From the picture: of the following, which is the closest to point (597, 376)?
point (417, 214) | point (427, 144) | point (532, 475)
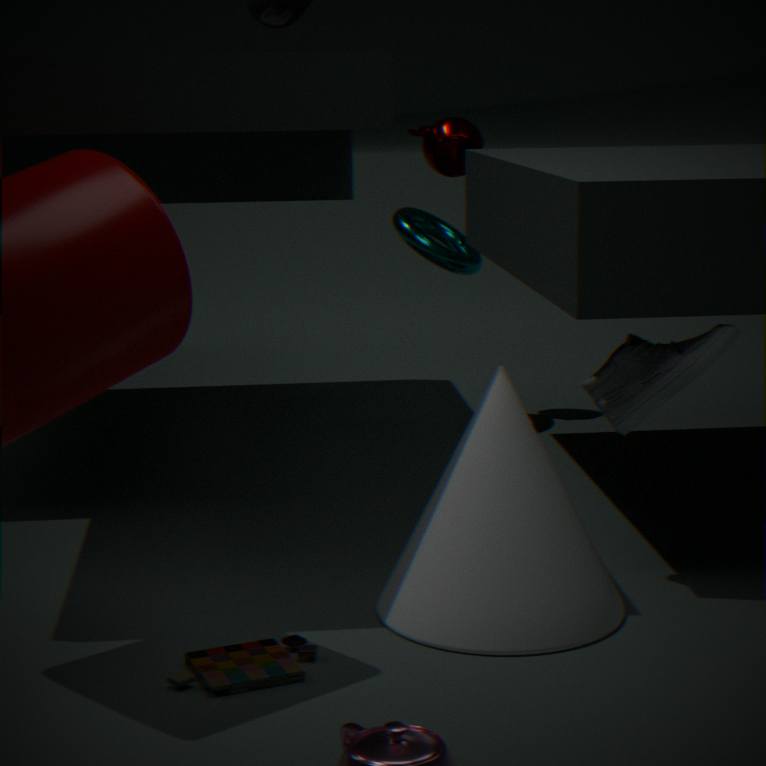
point (532, 475)
